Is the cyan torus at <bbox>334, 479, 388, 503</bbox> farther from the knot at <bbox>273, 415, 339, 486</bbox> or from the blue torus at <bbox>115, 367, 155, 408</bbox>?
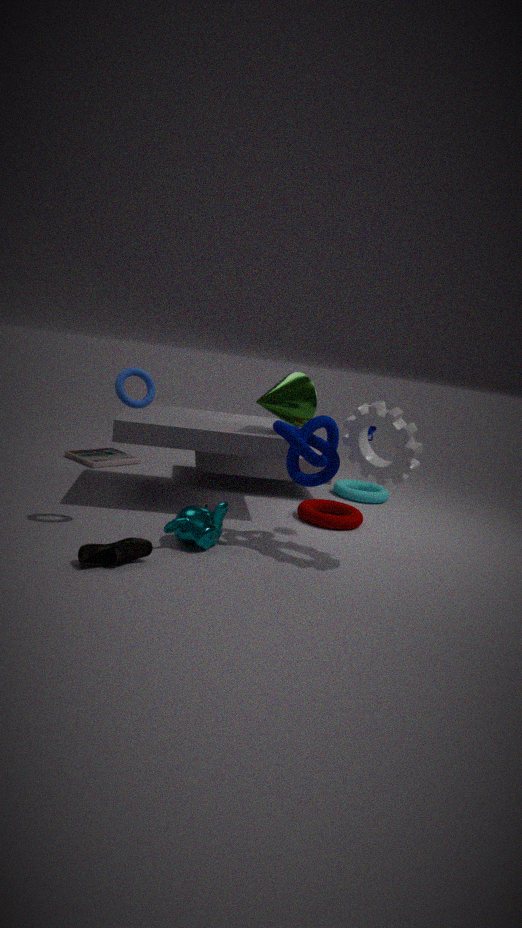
the blue torus at <bbox>115, 367, 155, 408</bbox>
